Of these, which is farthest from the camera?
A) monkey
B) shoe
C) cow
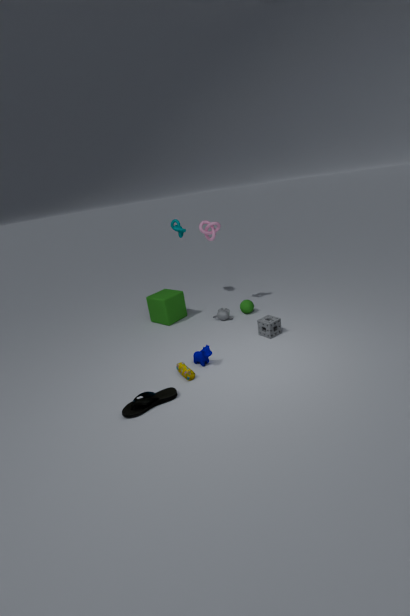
A. monkey
